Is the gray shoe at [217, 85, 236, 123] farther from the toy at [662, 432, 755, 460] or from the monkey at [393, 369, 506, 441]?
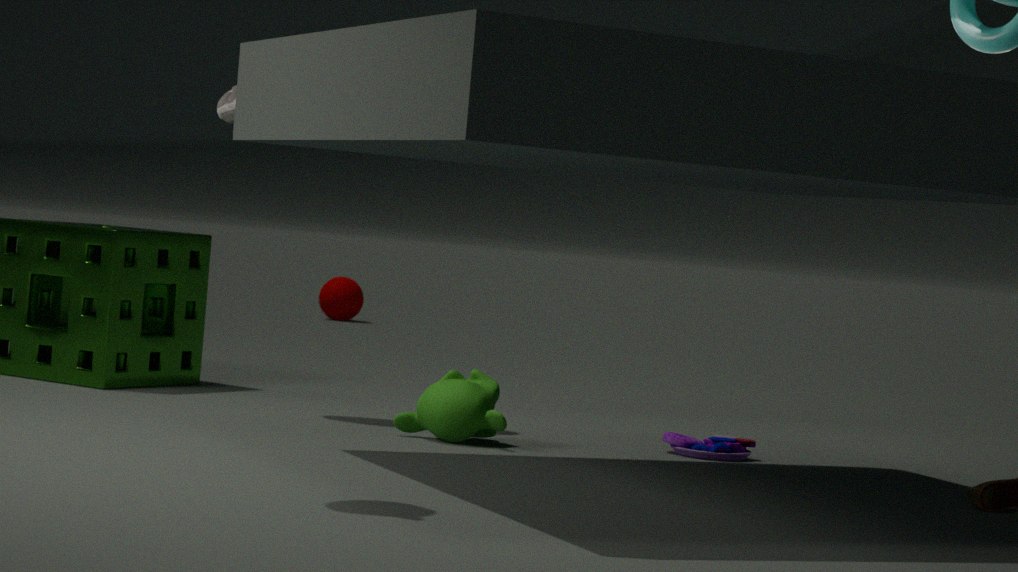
the toy at [662, 432, 755, 460]
